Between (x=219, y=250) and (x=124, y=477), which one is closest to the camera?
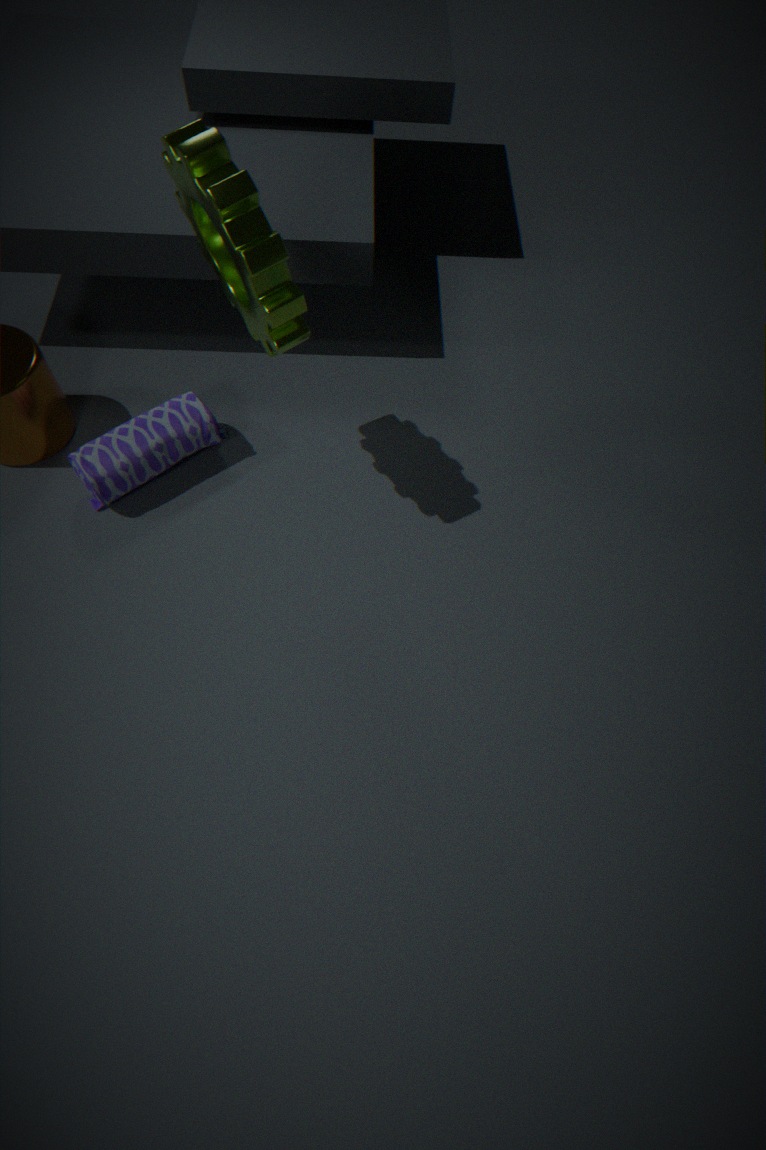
(x=219, y=250)
